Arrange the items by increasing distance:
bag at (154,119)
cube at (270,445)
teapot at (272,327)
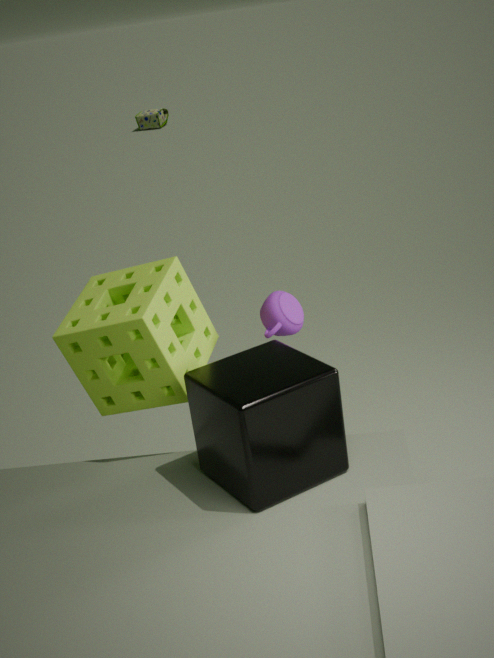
1. cube at (270,445)
2. teapot at (272,327)
3. bag at (154,119)
